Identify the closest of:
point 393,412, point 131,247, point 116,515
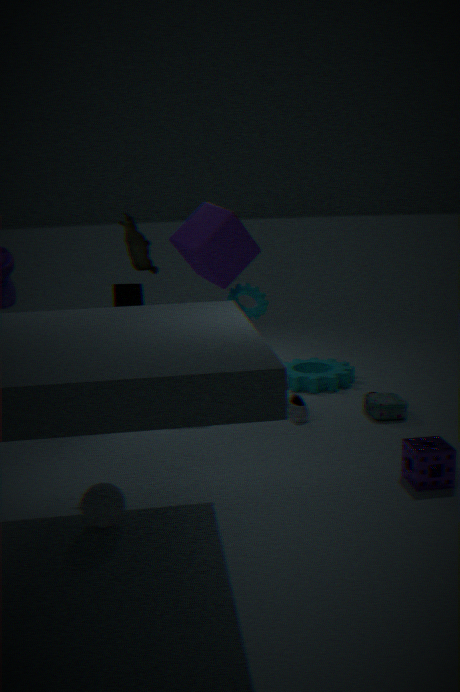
point 116,515
